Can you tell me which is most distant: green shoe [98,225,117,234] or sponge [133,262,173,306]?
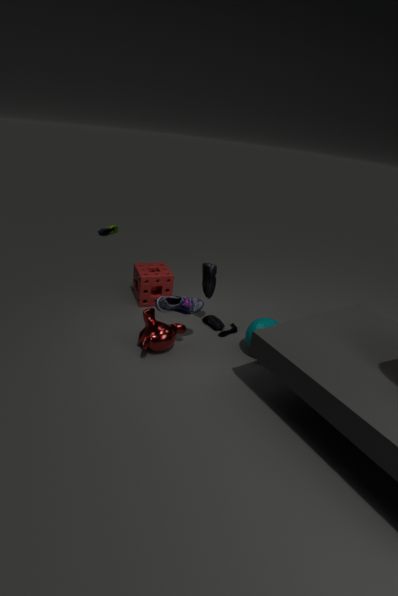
green shoe [98,225,117,234]
